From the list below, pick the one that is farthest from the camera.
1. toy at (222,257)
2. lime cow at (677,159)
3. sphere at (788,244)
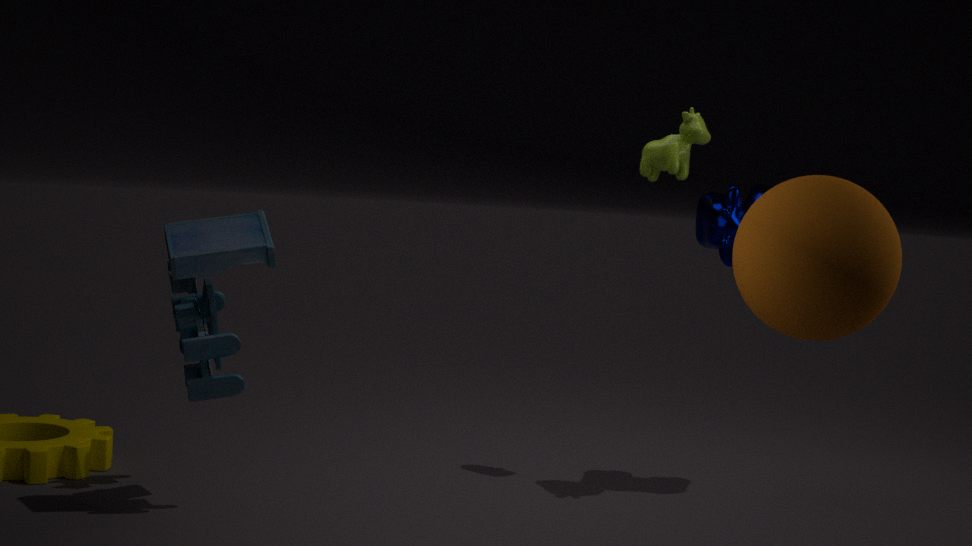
lime cow at (677,159)
